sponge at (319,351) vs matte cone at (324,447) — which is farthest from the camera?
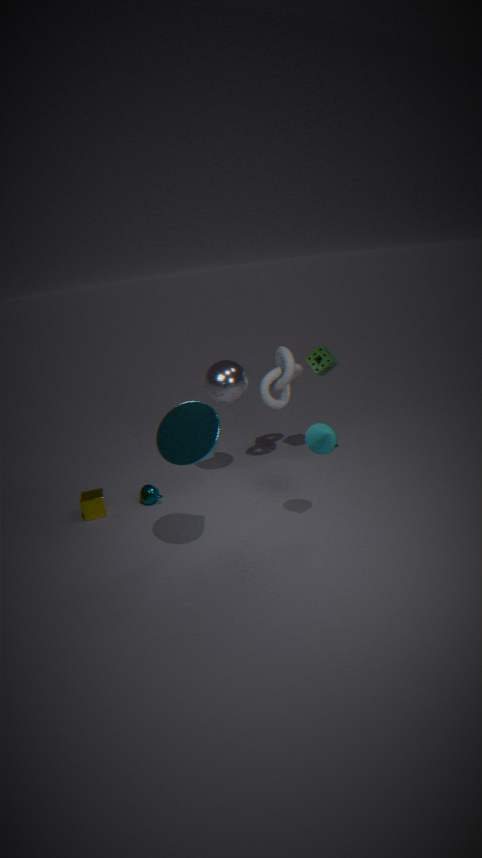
sponge at (319,351)
